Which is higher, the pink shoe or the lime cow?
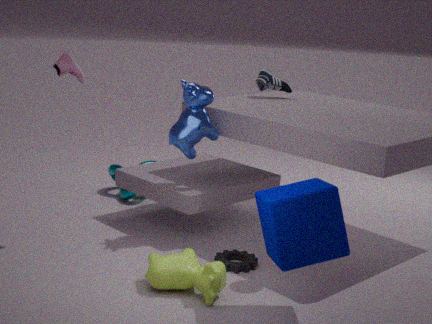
the pink shoe
